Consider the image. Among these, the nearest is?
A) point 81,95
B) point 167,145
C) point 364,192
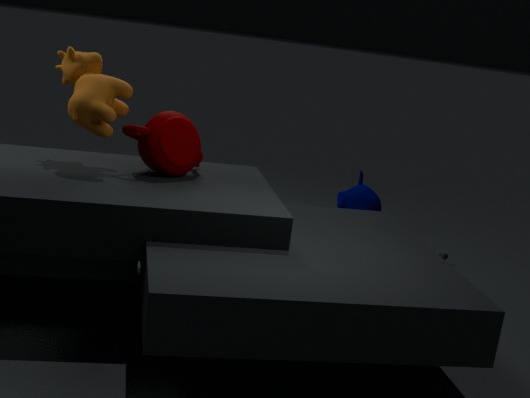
point 81,95
